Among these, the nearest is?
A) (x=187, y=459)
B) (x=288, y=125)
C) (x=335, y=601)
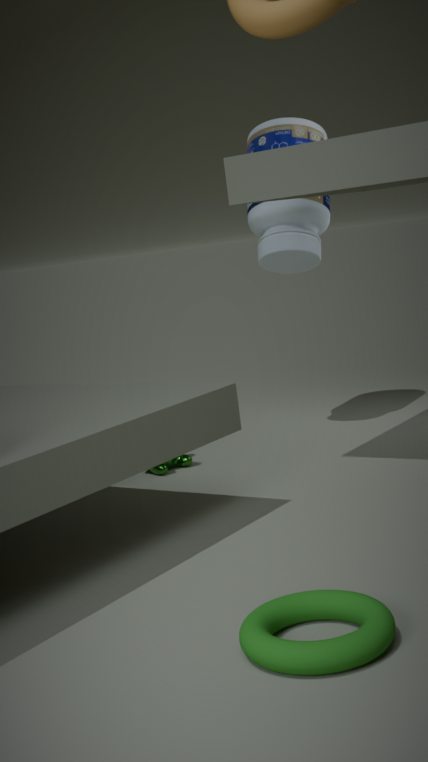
(x=335, y=601)
